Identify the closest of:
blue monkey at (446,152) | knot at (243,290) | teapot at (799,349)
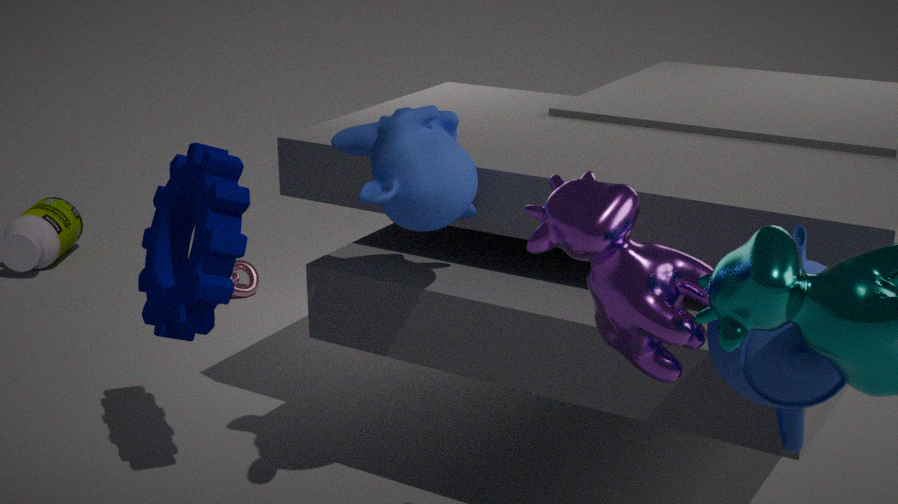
teapot at (799,349)
